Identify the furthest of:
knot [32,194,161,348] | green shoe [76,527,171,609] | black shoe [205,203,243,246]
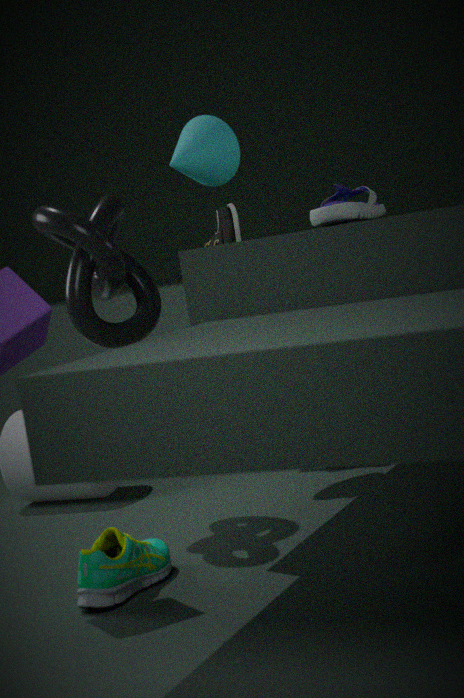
black shoe [205,203,243,246]
